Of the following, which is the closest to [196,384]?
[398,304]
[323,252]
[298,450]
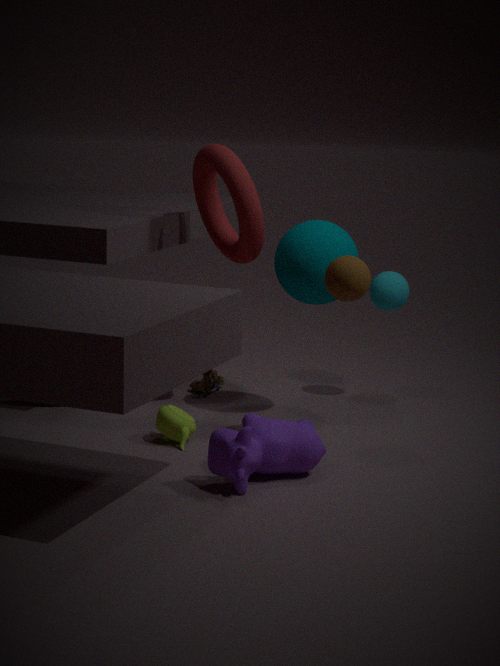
[323,252]
